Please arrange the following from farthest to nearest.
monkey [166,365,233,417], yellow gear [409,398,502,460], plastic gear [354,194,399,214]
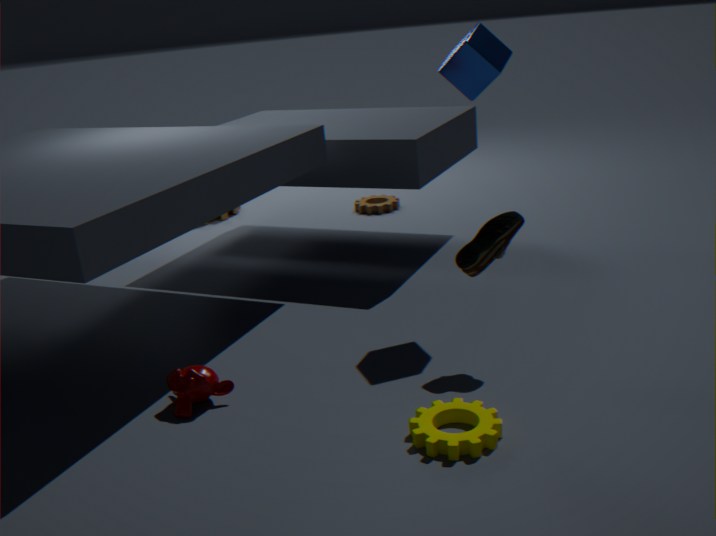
plastic gear [354,194,399,214] → monkey [166,365,233,417] → yellow gear [409,398,502,460]
